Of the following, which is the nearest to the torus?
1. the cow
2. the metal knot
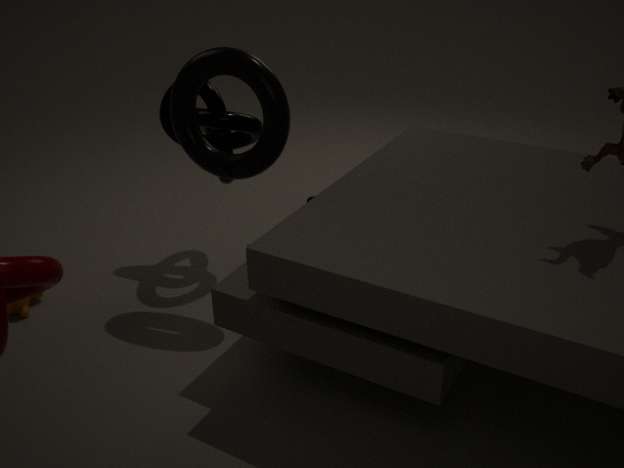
the metal knot
